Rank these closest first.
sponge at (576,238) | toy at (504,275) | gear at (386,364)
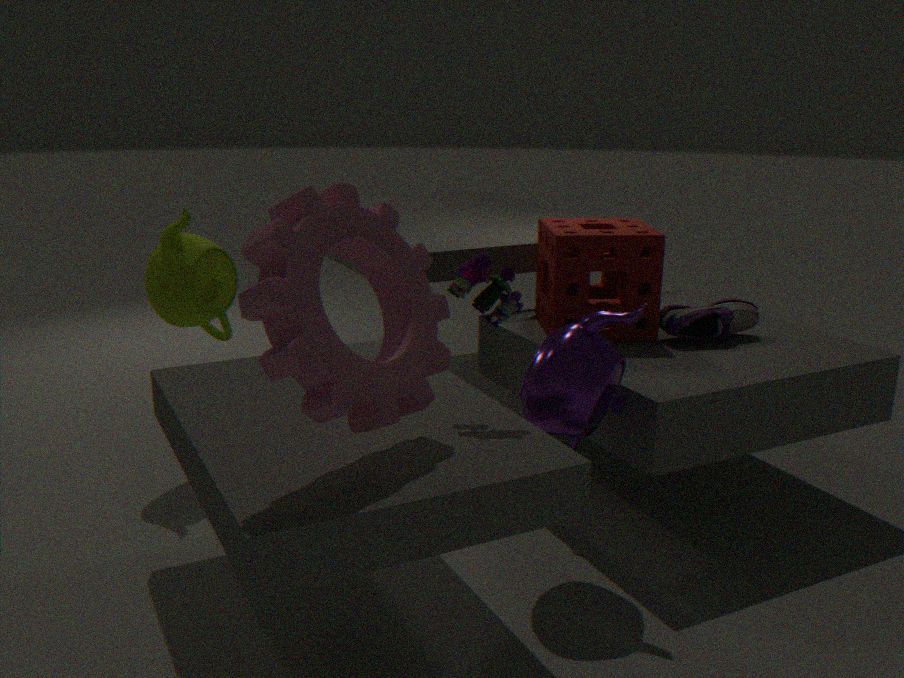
gear at (386,364) < toy at (504,275) < sponge at (576,238)
